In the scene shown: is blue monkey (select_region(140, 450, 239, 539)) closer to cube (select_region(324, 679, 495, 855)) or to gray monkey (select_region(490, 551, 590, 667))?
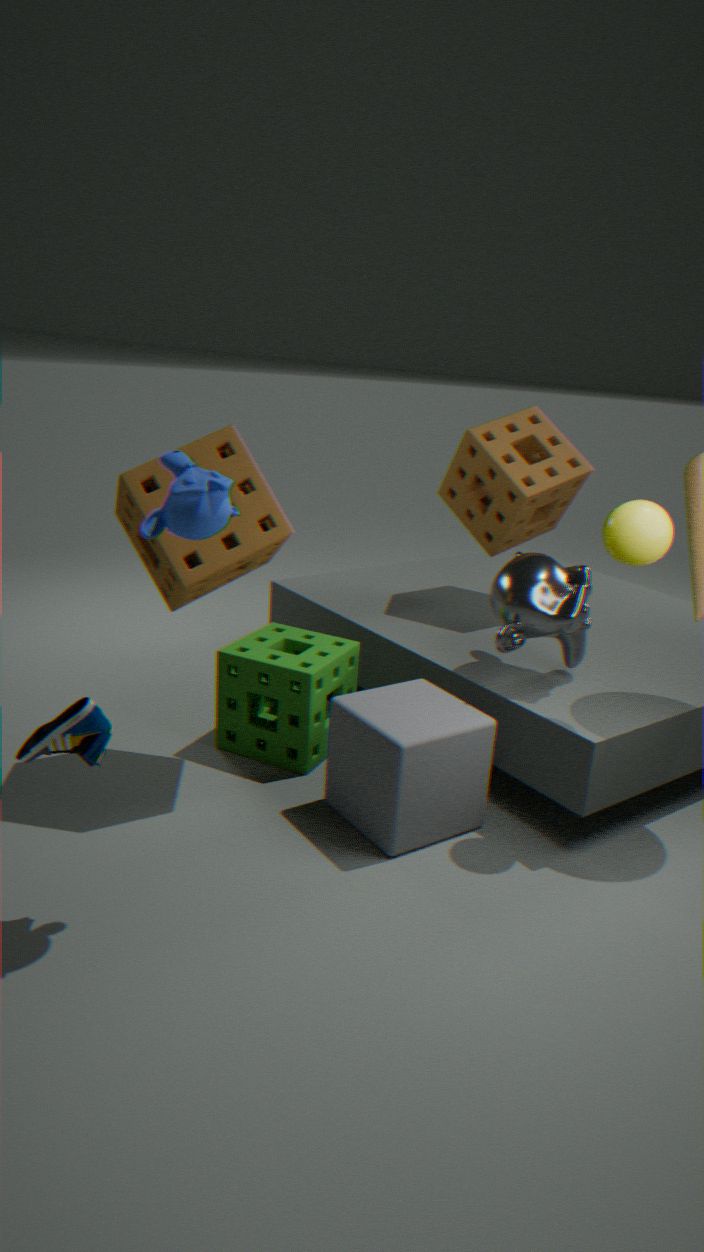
cube (select_region(324, 679, 495, 855))
